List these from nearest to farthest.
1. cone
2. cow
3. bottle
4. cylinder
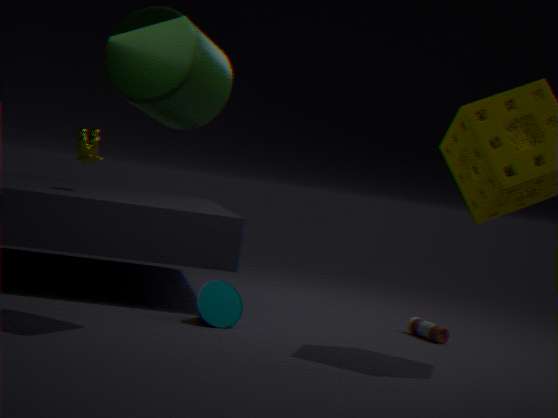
cylinder → cone → bottle → cow
